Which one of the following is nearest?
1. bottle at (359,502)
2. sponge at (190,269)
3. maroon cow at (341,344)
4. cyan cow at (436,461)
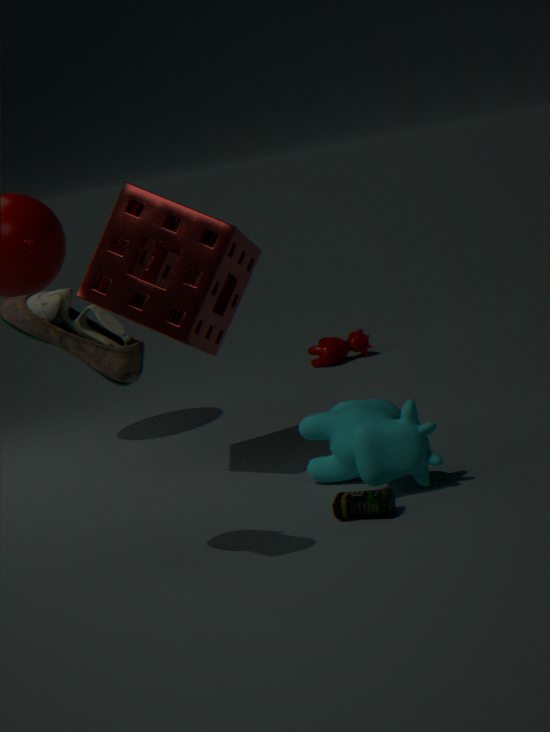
bottle at (359,502)
